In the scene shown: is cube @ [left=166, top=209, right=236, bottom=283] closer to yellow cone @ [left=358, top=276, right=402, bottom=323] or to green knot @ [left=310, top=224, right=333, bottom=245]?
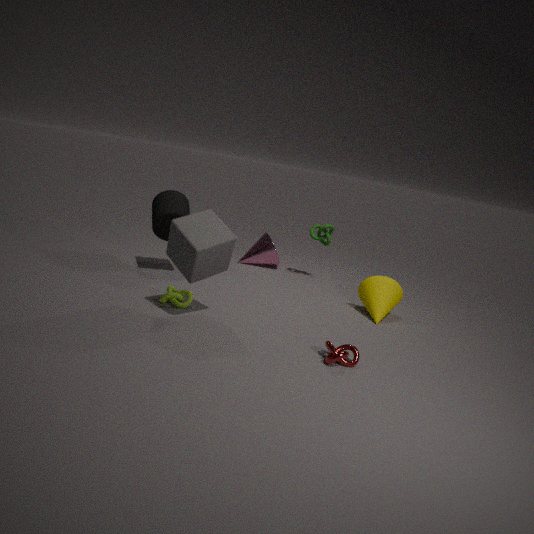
yellow cone @ [left=358, top=276, right=402, bottom=323]
